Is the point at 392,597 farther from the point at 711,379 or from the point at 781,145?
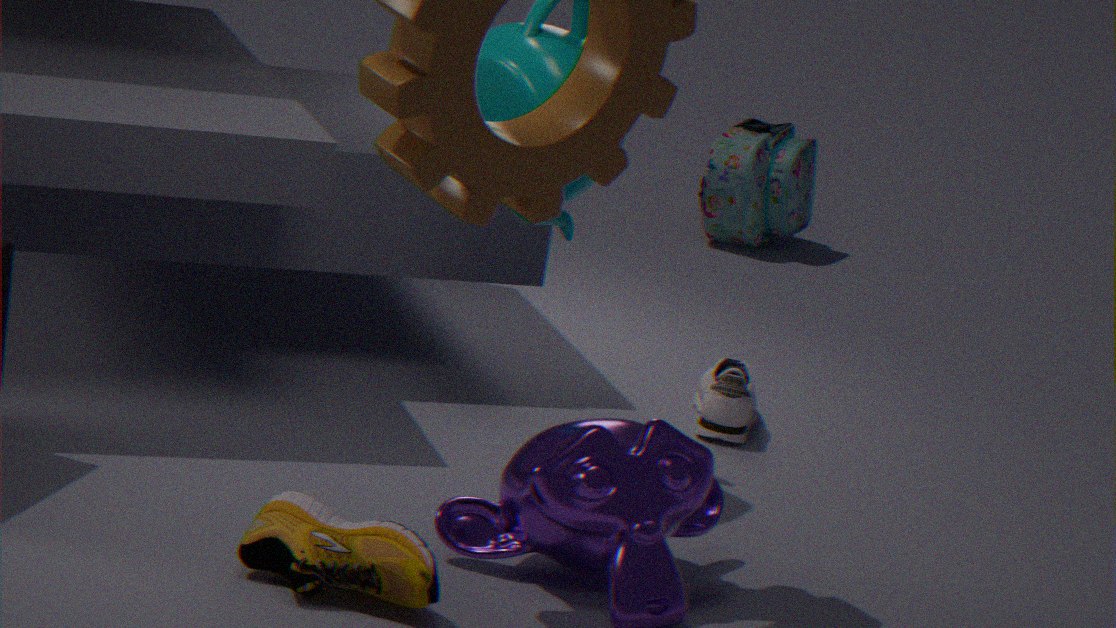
the point at 781,145
